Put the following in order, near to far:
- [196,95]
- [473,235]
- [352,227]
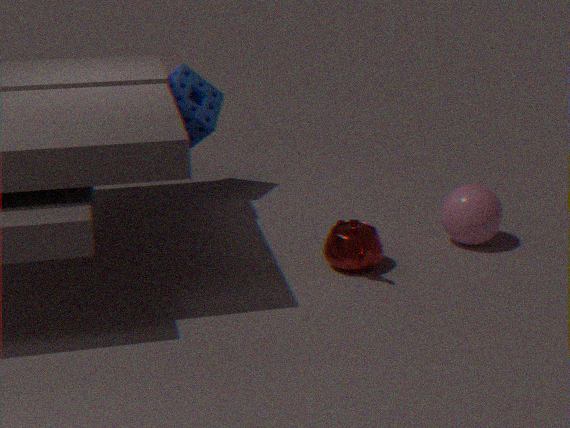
[352,227]
[473,235]
[196,95]
